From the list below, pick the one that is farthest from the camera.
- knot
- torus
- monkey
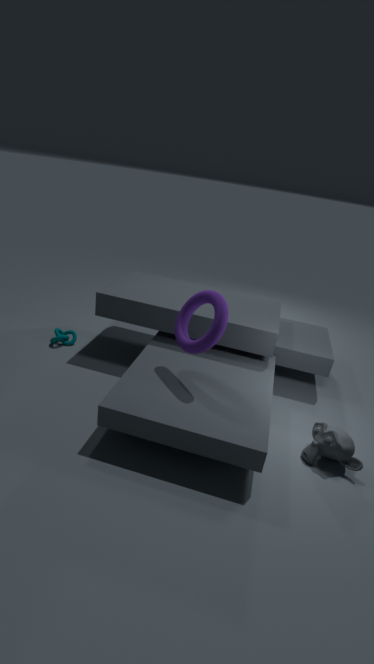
knot
